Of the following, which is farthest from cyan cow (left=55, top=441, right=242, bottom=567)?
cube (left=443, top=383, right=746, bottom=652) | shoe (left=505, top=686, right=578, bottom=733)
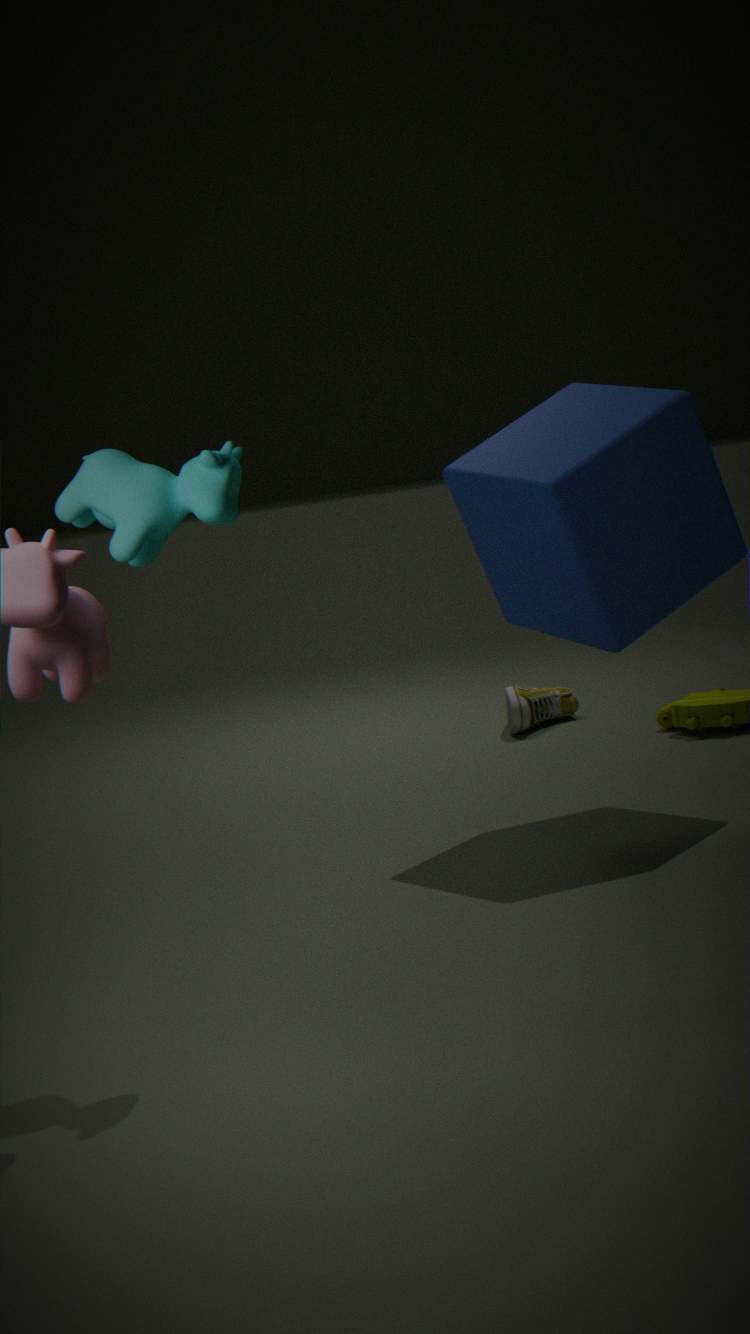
shoe (left=505, top=686, right=578, bottom=733)
